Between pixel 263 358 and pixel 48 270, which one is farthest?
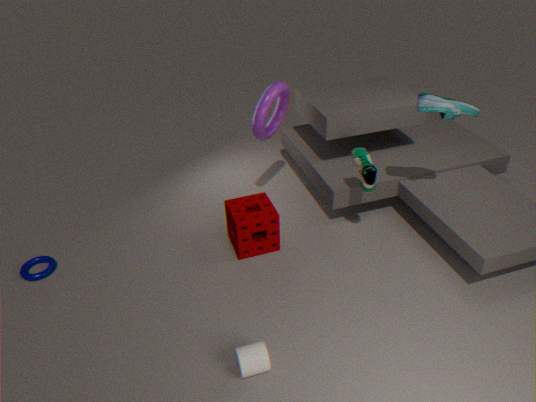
pixel 48 270
